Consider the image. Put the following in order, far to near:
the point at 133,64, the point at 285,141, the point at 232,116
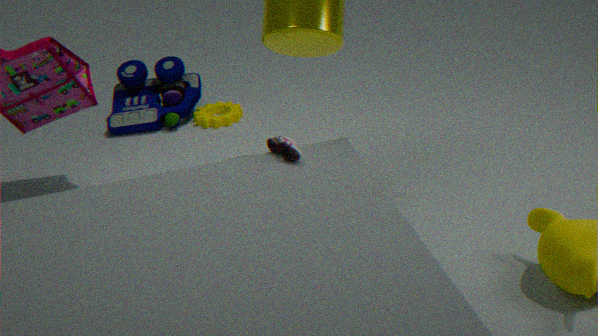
the point at 133,64 → the point at 232,116 → the point at 285,141
